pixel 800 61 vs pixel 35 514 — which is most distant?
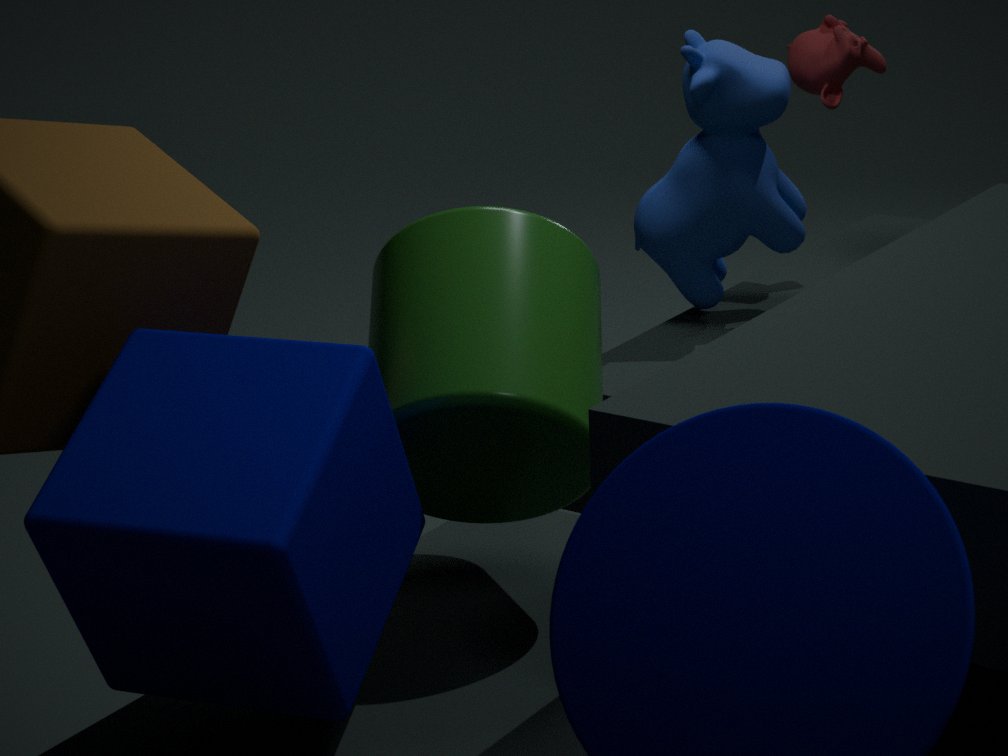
pixel 800 61
